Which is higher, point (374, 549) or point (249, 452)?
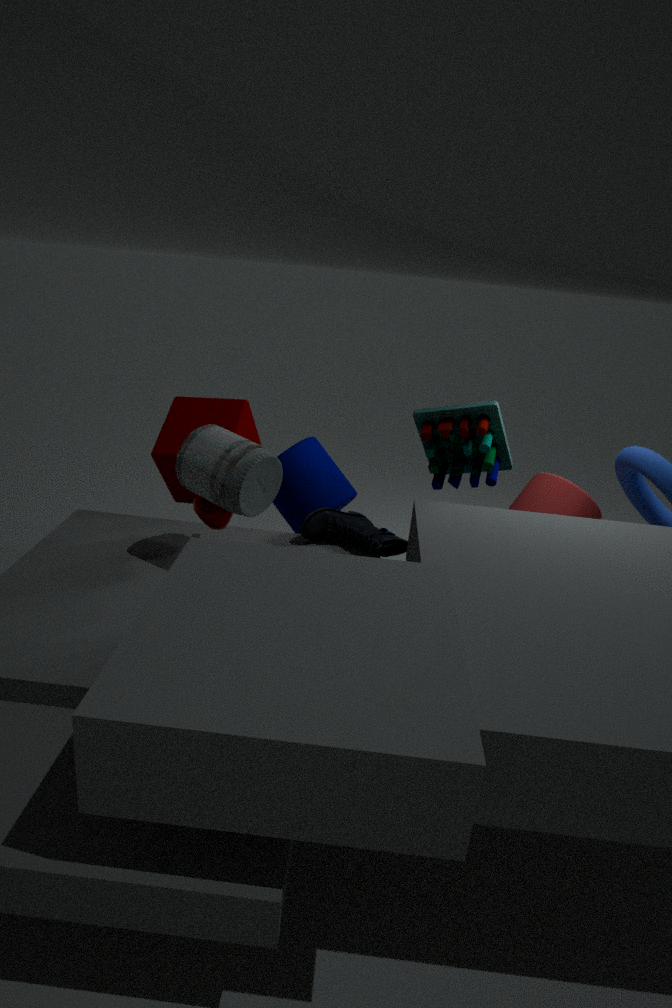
point (249, 452)
